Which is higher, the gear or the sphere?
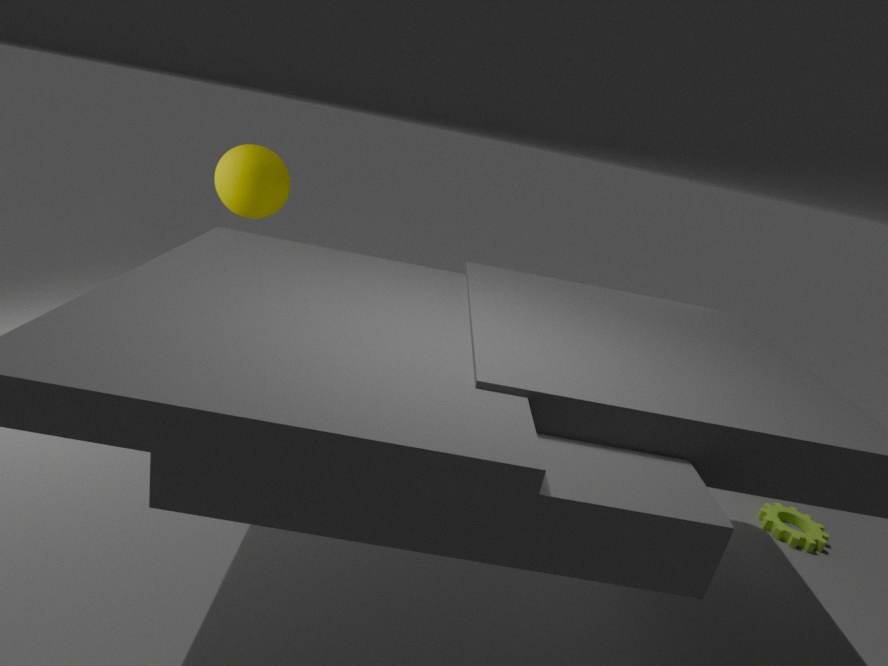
the sphere
